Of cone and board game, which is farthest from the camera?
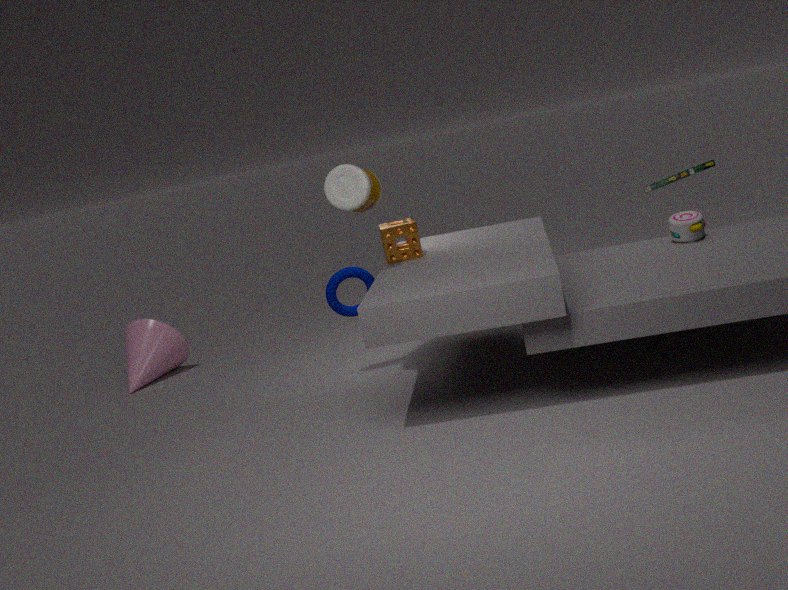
cone
